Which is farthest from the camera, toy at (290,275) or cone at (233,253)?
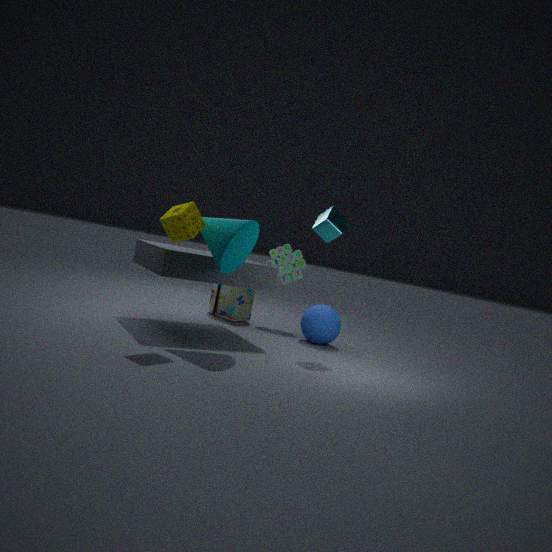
toy at (290,275)
